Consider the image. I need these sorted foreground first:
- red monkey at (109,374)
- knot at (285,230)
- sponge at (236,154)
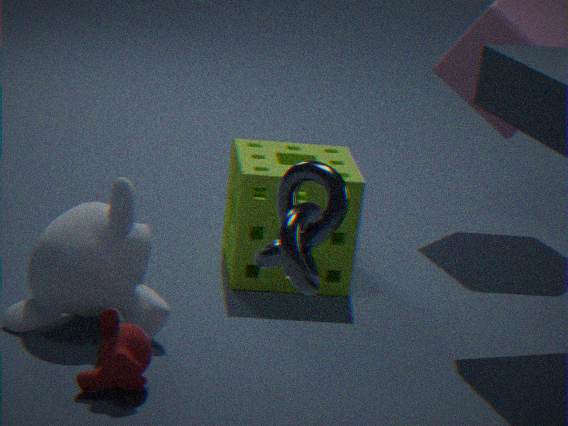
knot at (285,230)
red monkey at (109,374)
sponge at (236,154)
